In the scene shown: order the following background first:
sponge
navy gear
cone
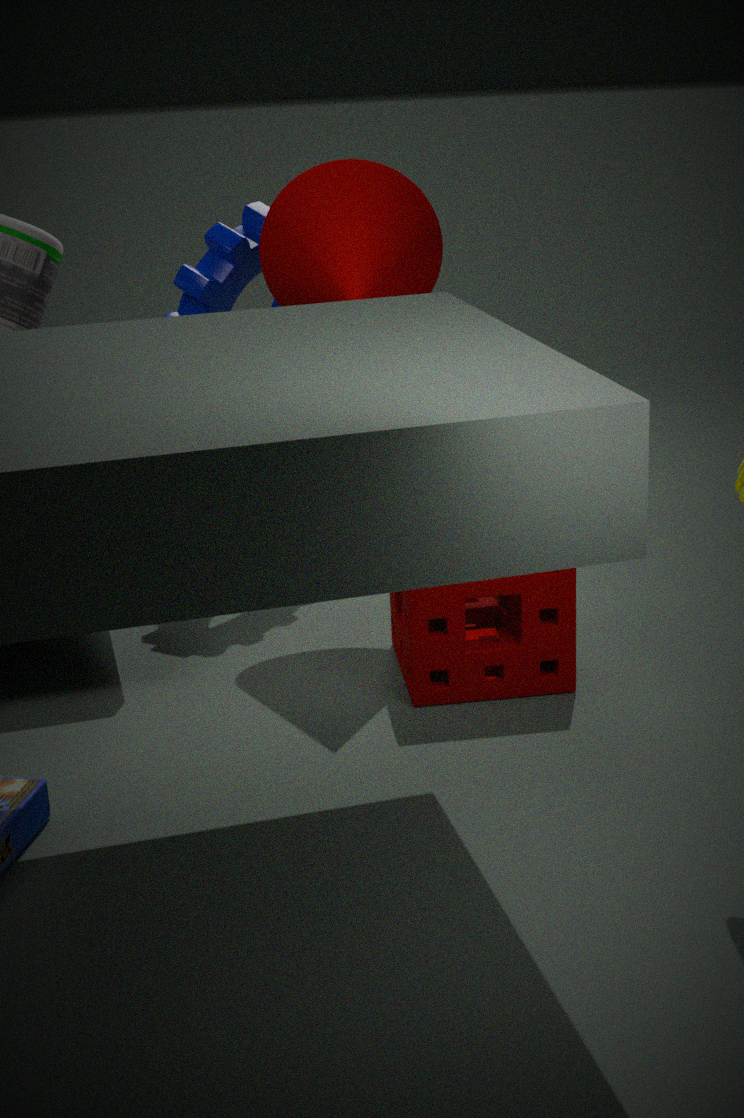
navy gear, cone, sponge
